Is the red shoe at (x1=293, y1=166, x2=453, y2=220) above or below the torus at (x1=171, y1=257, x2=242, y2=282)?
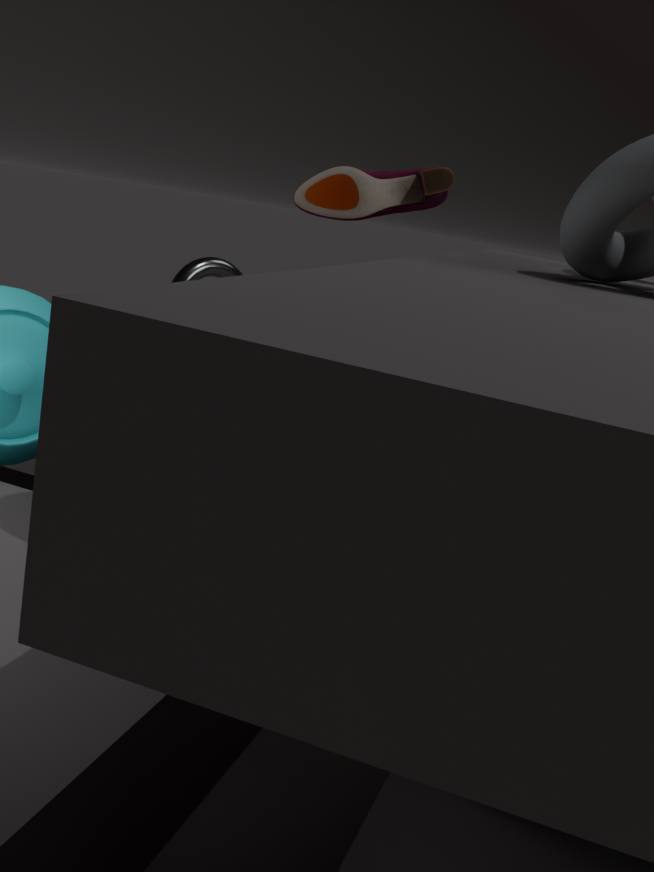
above
